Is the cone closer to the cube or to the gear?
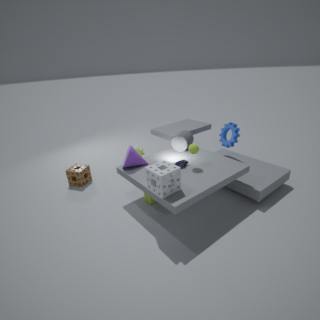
the cube
